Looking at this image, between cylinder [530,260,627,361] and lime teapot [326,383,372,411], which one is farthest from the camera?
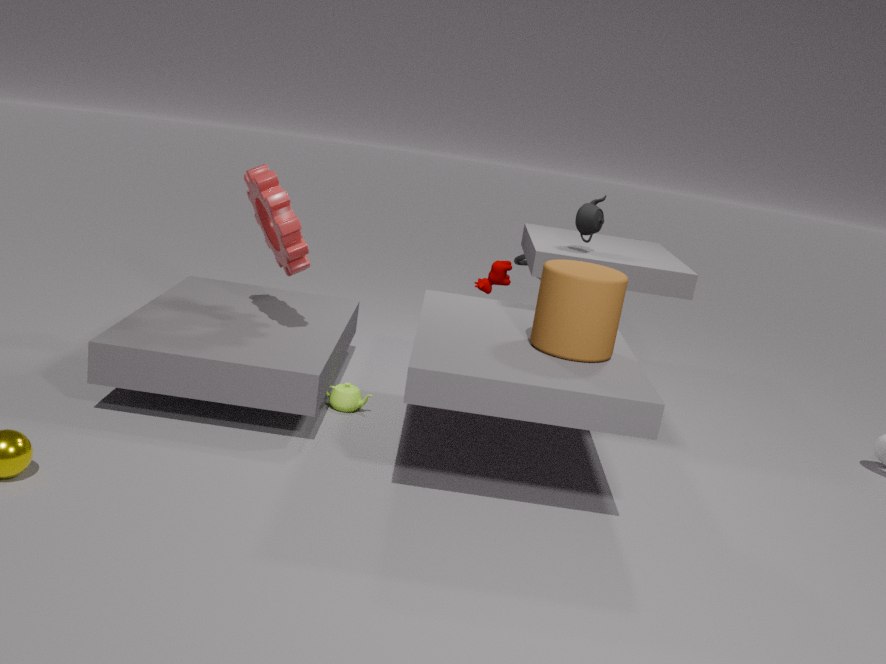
lime teapot [326,383,372,411]
